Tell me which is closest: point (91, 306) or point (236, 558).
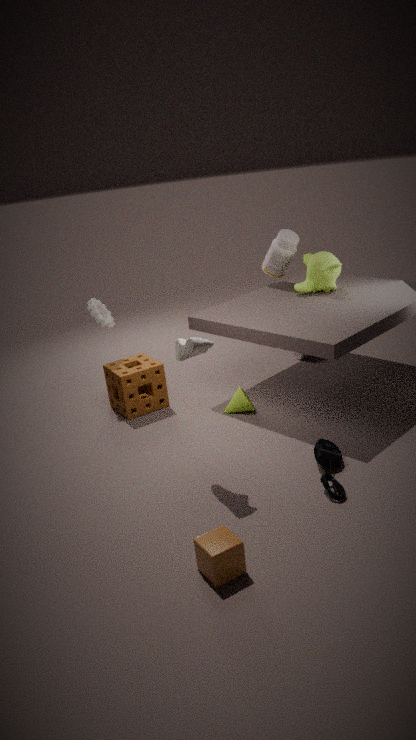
point (236, 558)
